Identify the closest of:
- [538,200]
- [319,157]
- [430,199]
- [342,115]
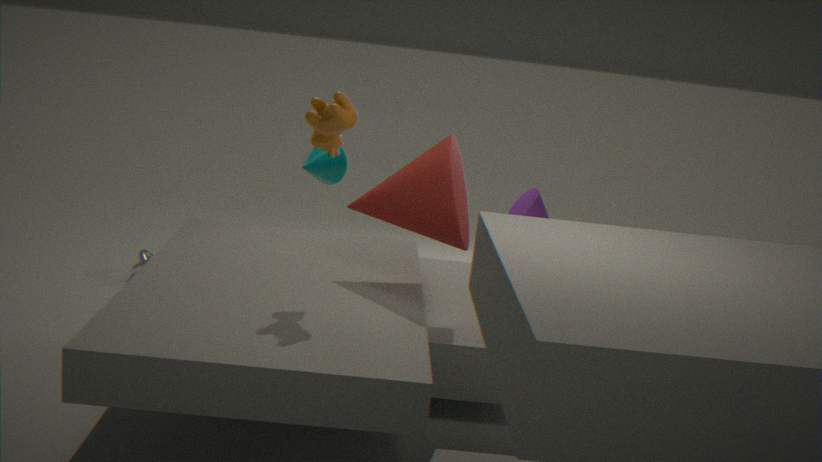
[342,115]
